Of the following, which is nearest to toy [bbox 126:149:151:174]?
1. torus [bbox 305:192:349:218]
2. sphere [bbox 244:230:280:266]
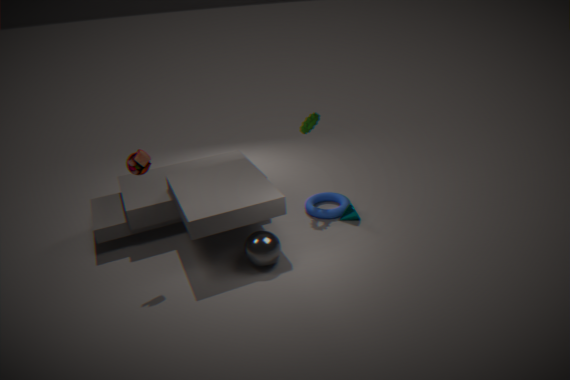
sphere [bbox 244:230:280:266]
